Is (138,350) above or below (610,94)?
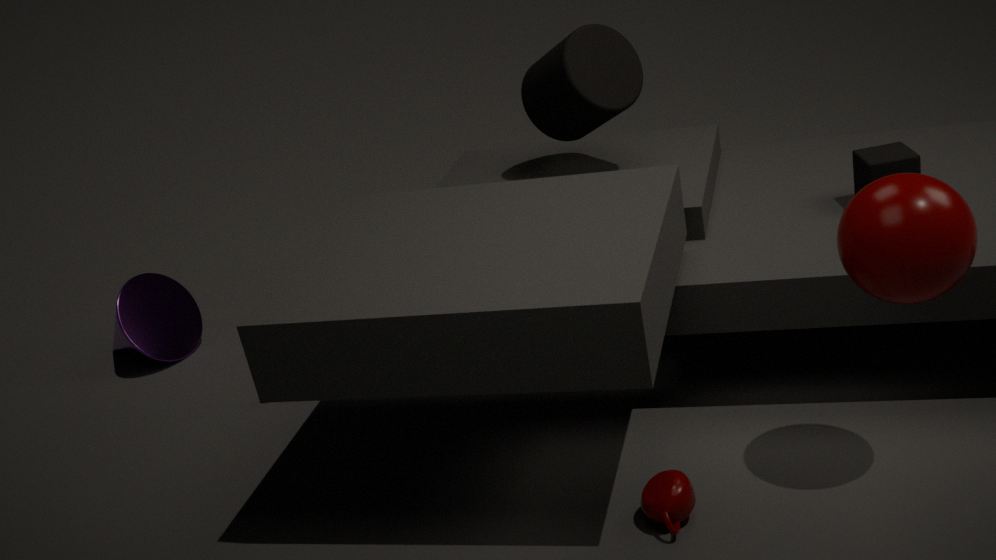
below
